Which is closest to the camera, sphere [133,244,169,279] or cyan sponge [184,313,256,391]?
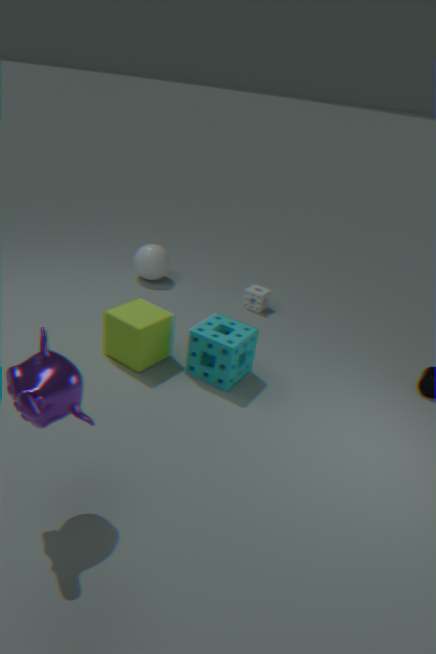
cyan sponge [184,313,256,391]
